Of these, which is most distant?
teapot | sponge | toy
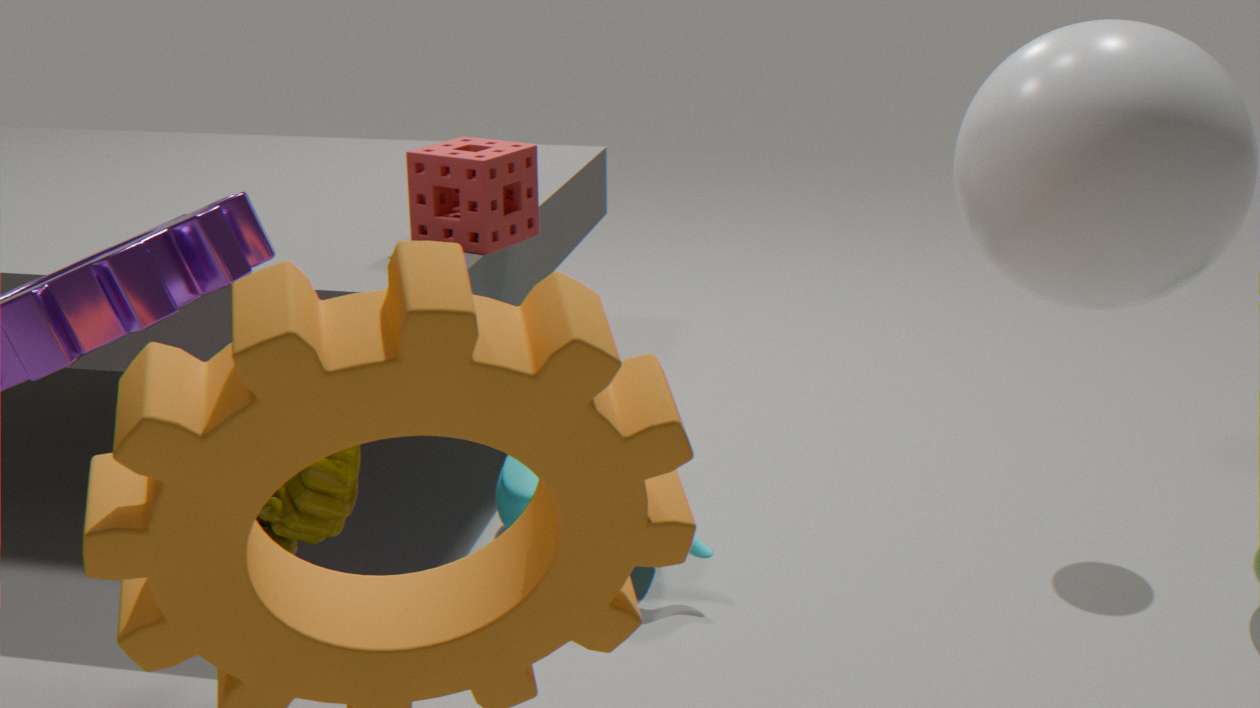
sponge
